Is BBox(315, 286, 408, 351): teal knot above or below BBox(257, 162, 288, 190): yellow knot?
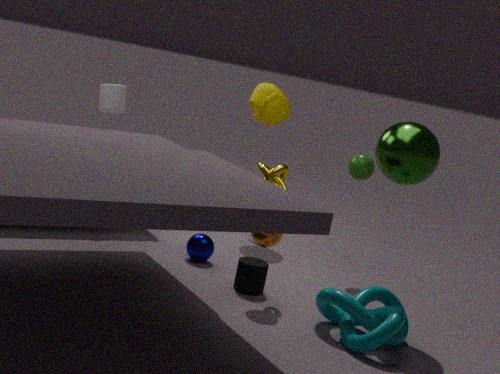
below
